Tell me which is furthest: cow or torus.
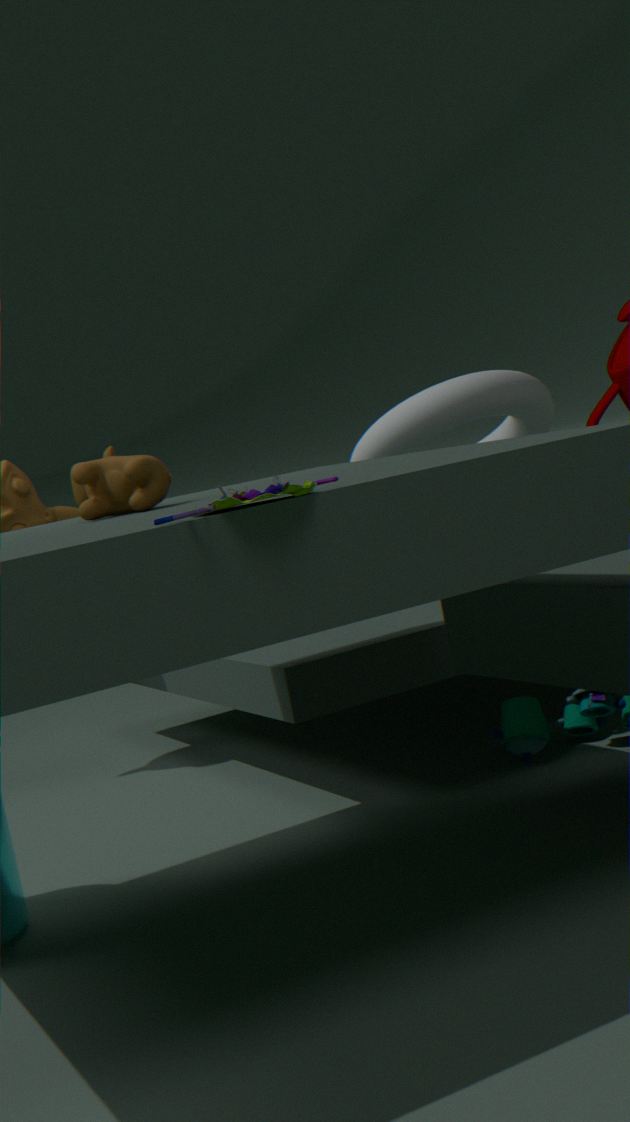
torus
